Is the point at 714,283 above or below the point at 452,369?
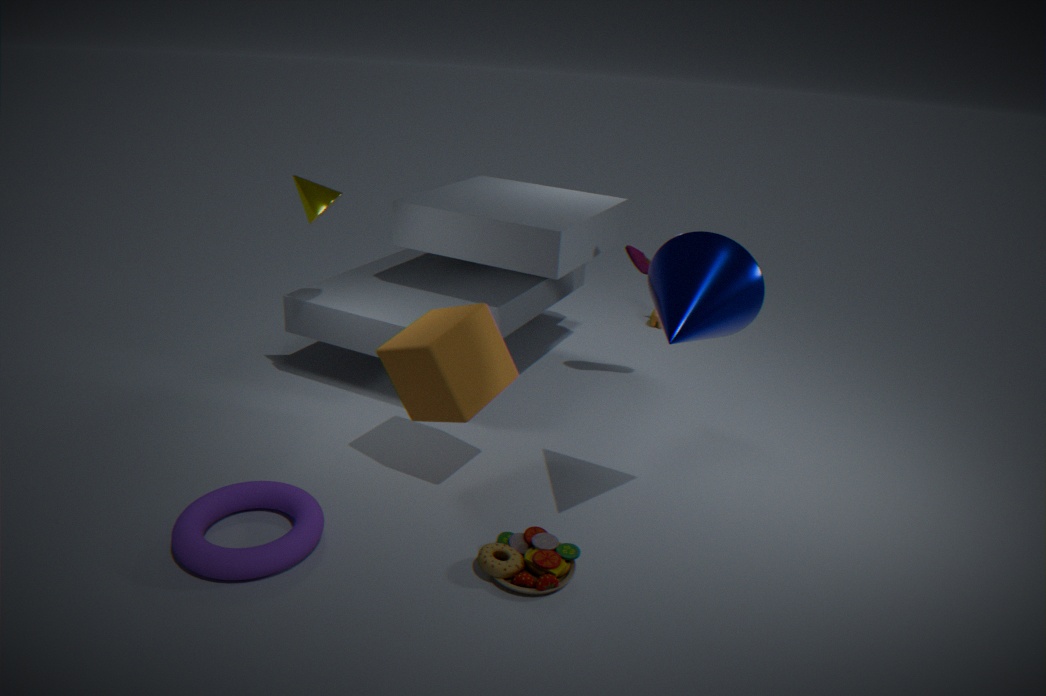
above
